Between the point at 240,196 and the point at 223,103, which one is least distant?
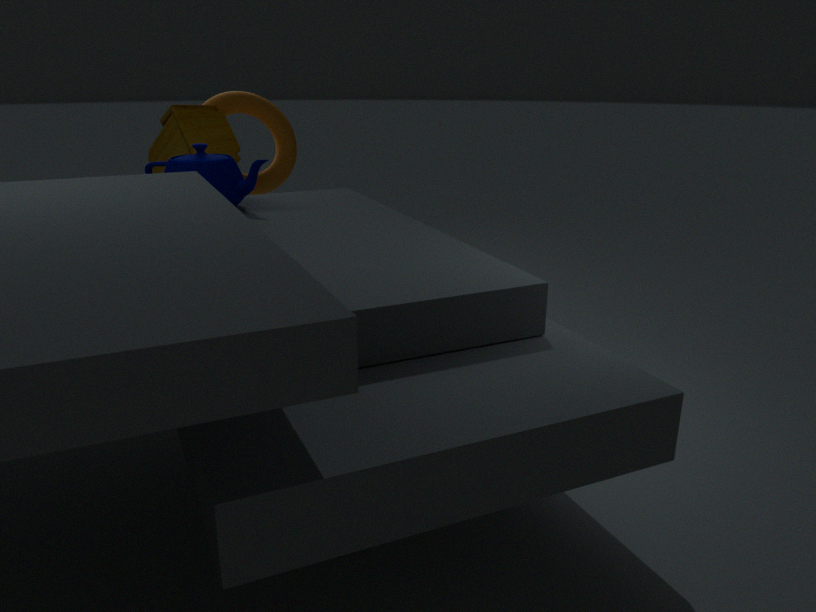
the point at 240,196
